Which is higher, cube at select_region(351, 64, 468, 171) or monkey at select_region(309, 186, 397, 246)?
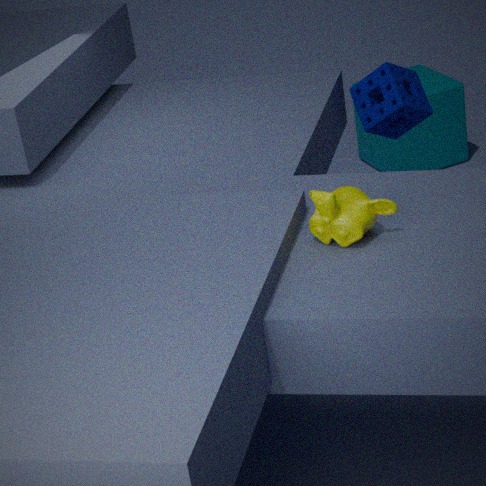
monkey at select_region(309, 186, 397, 246)
